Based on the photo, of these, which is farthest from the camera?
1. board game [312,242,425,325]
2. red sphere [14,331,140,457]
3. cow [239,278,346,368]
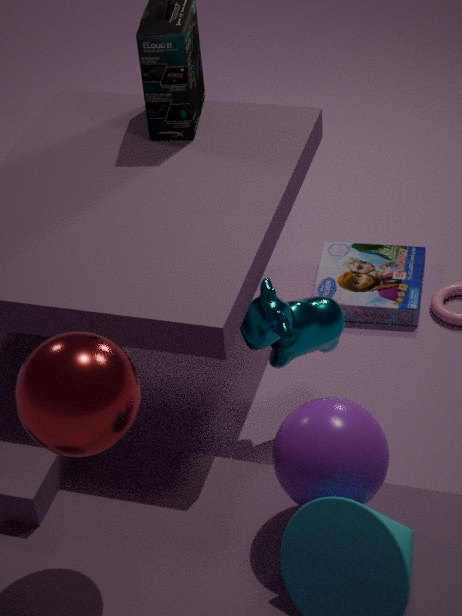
board game [312,242,425,325]
